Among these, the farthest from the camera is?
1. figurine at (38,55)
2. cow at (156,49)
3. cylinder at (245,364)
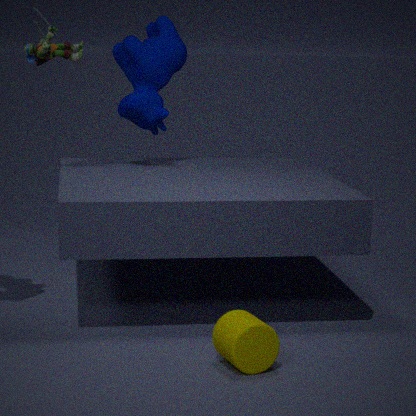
cow at (156,49)
